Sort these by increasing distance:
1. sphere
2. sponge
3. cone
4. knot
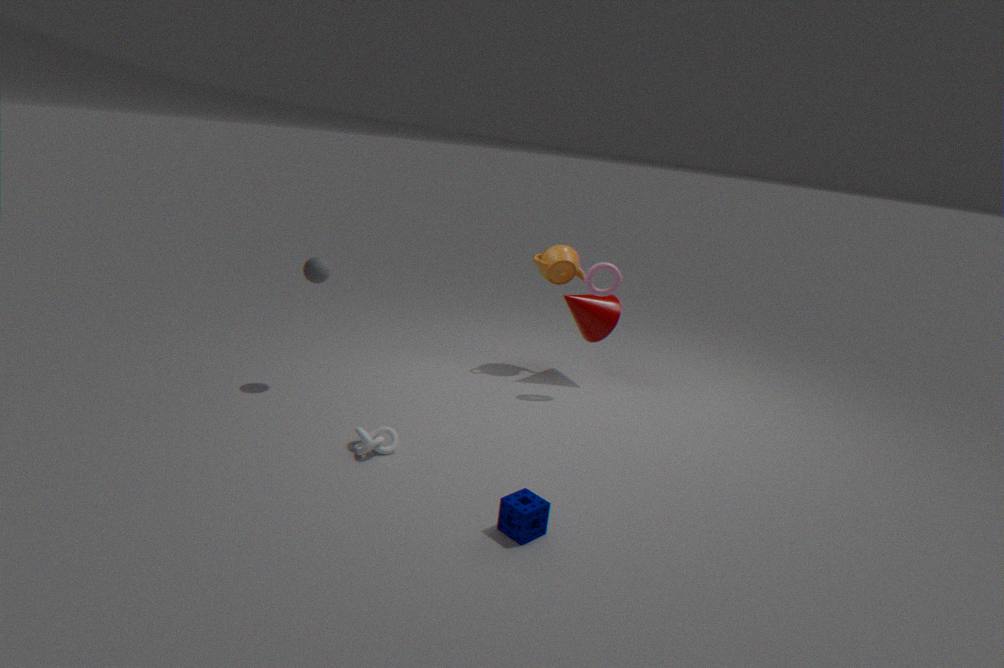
sponge, knot, sphere, cone
